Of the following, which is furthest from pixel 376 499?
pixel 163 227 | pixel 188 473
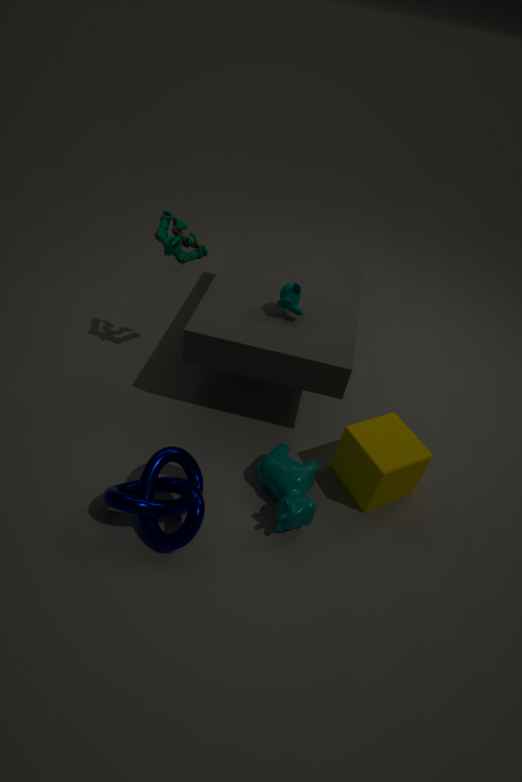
pixel 163 227
